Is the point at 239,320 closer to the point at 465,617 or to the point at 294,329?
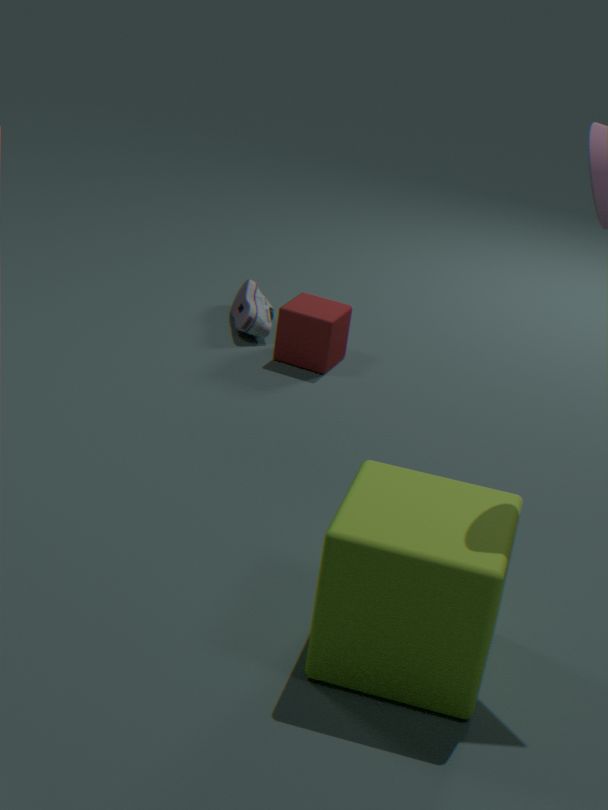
the point at 294,329
